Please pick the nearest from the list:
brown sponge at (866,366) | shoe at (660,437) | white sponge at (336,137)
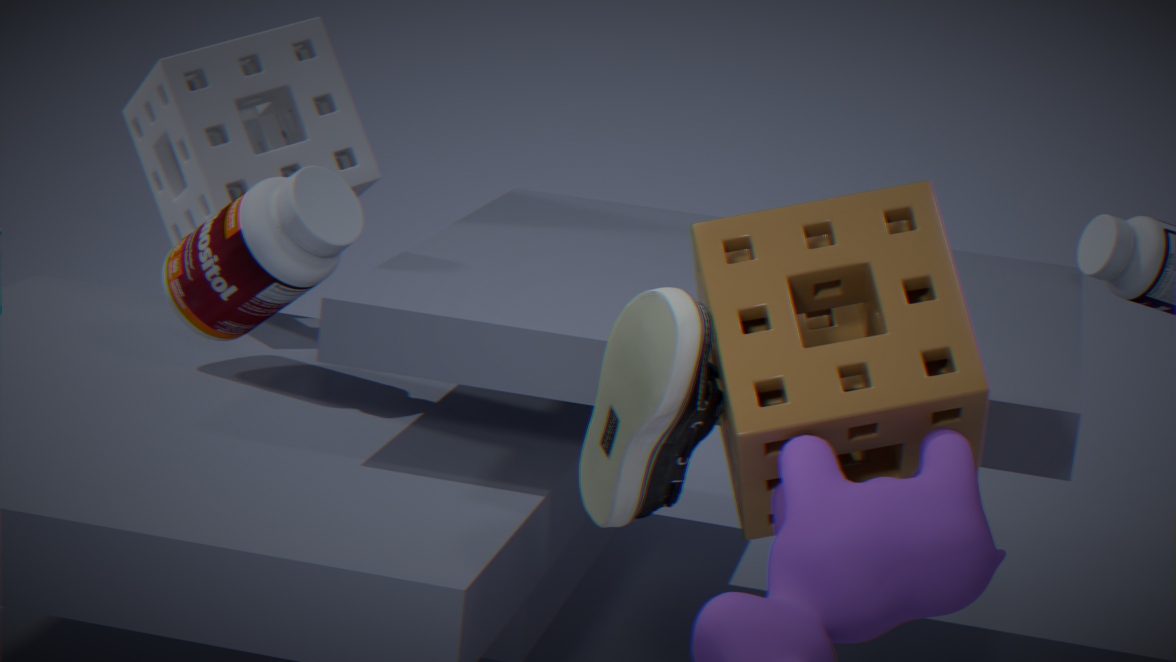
brown sponge at (866,366)
